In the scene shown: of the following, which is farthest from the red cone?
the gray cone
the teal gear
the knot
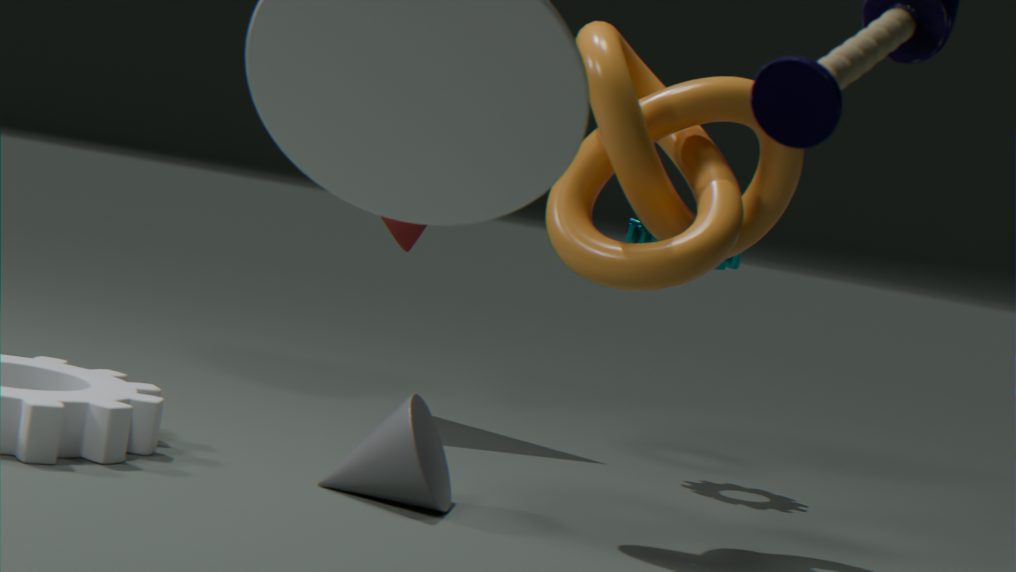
the gray cone
